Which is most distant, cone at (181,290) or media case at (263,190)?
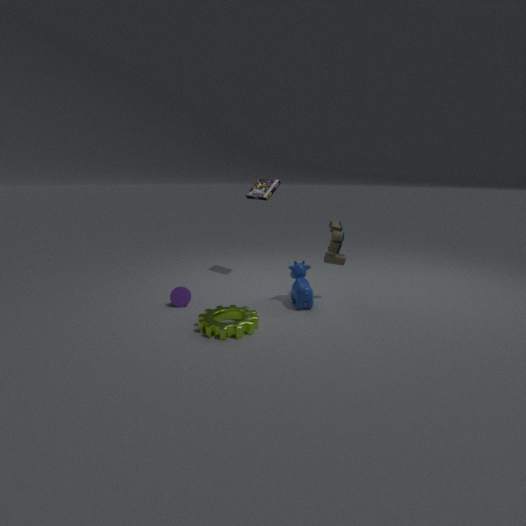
media case at (263,190)
